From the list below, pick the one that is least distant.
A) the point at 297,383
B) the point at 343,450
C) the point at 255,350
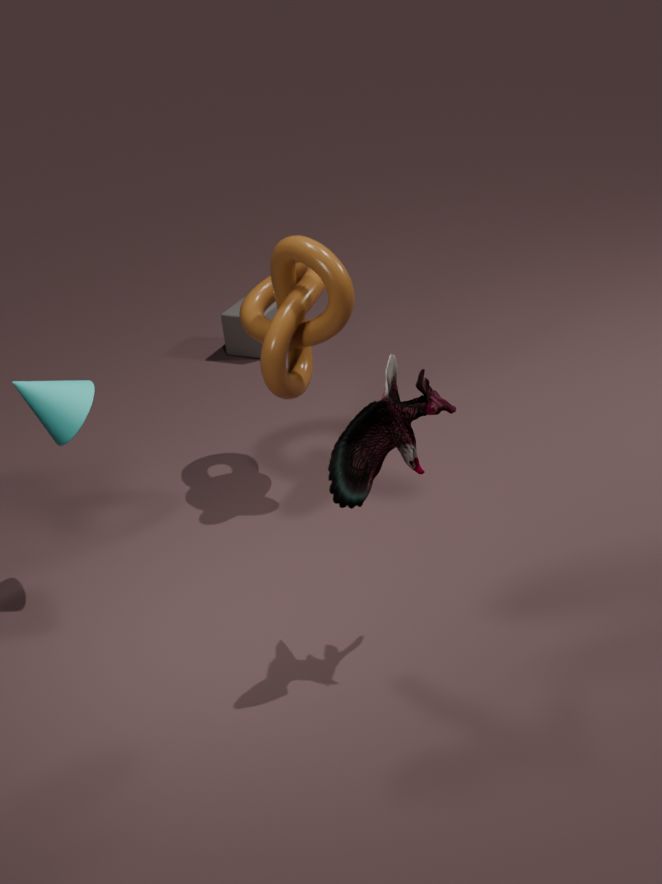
the point at 343,450
